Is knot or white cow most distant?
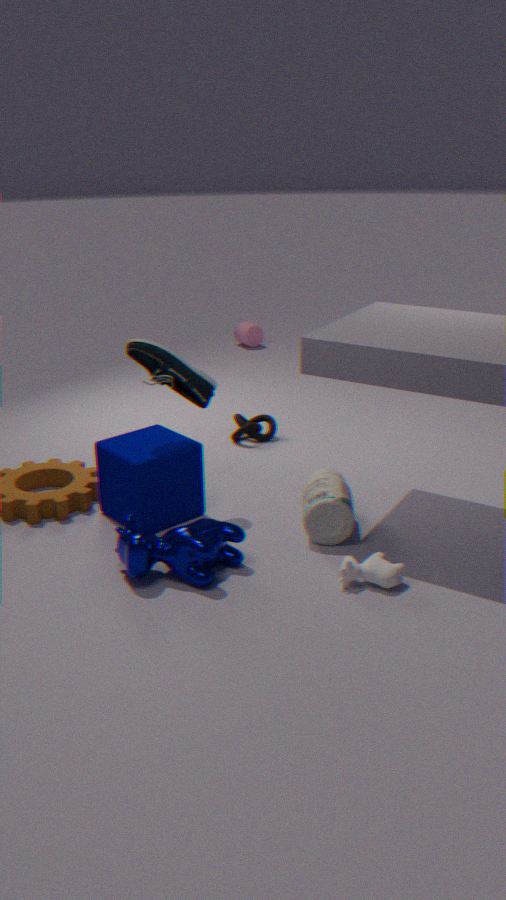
knot
